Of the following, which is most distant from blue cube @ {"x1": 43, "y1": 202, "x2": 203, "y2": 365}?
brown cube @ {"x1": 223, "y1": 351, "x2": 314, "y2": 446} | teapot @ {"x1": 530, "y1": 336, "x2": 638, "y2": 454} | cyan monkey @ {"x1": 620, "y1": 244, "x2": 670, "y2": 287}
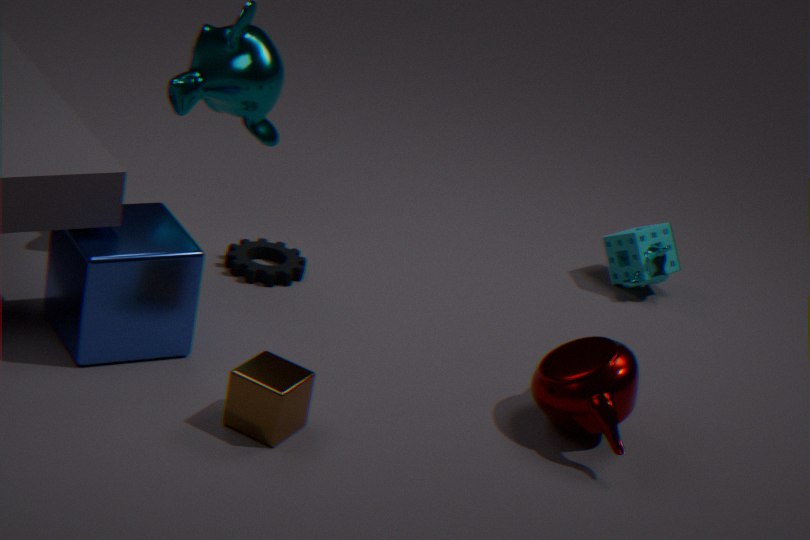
cyan monkey @ {"x1": 620, "y1": 244, "x2": 670, "y2": 287}
